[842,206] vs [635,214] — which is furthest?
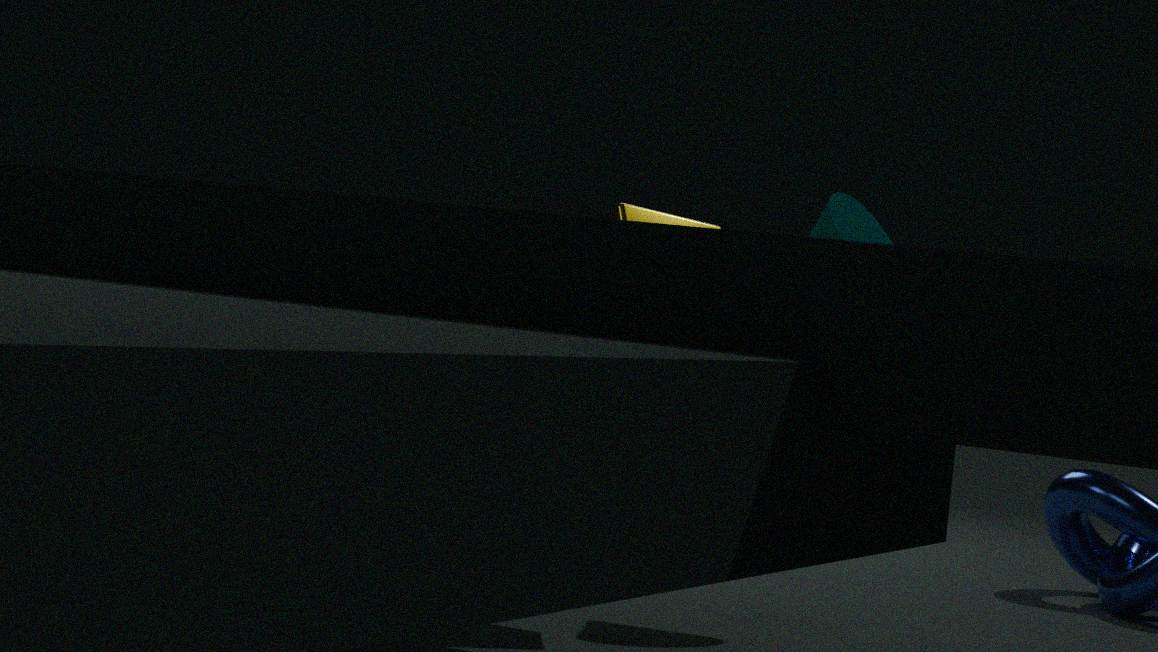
[842,206]
